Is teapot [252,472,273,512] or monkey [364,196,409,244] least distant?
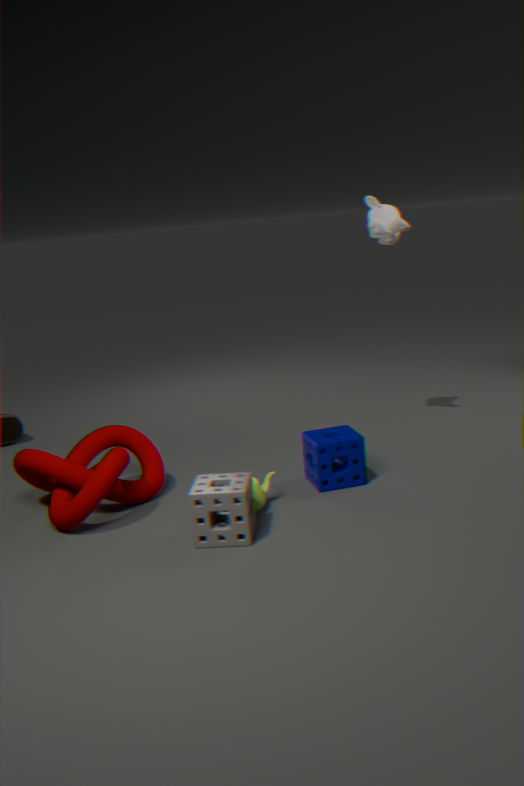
teapot [252,472,273,512]
